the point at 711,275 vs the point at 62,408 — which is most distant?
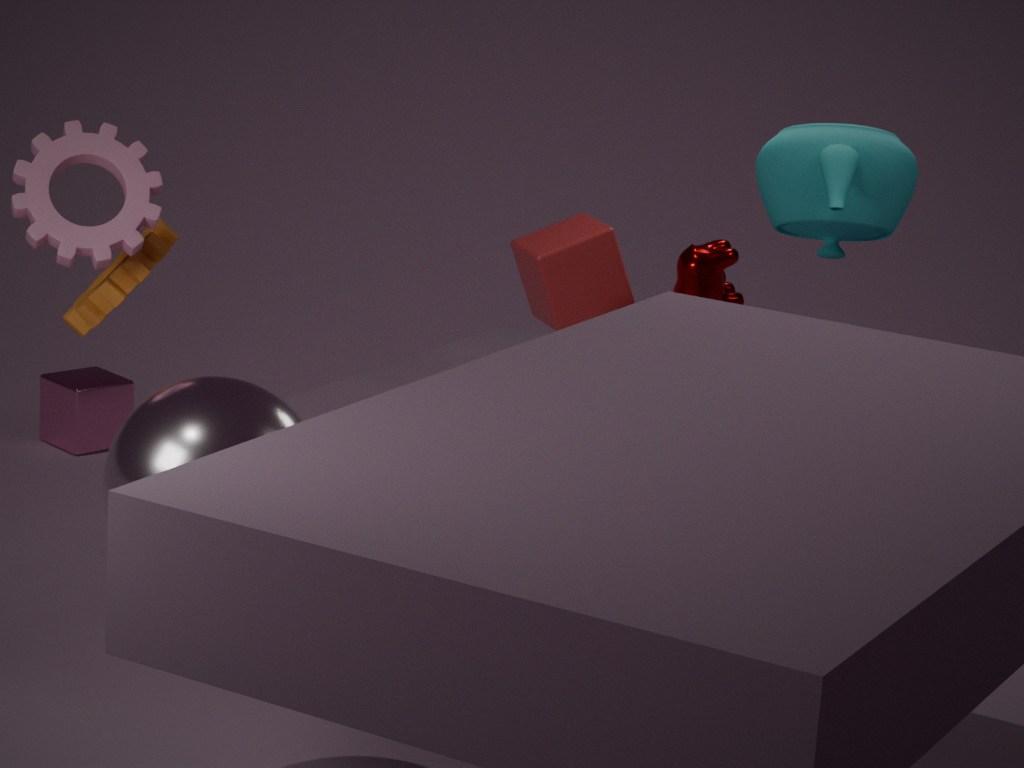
the point at 62,408
